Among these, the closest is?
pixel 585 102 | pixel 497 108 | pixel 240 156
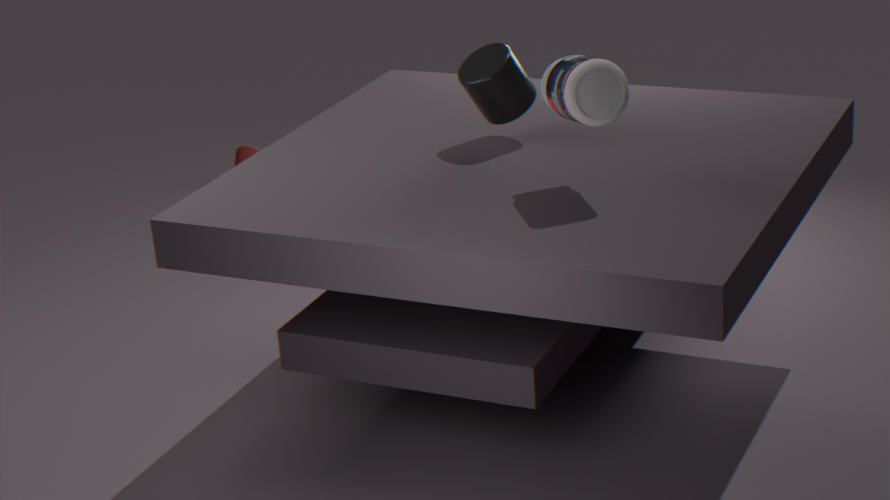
pixel 585 102
